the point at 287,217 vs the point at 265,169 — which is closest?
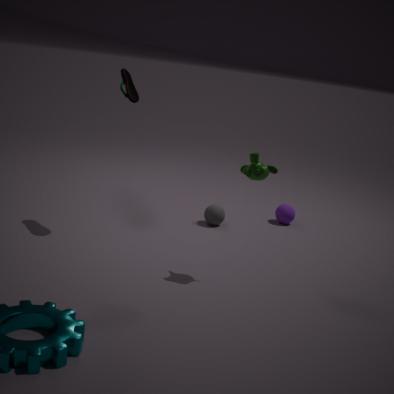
the point at 265,169
